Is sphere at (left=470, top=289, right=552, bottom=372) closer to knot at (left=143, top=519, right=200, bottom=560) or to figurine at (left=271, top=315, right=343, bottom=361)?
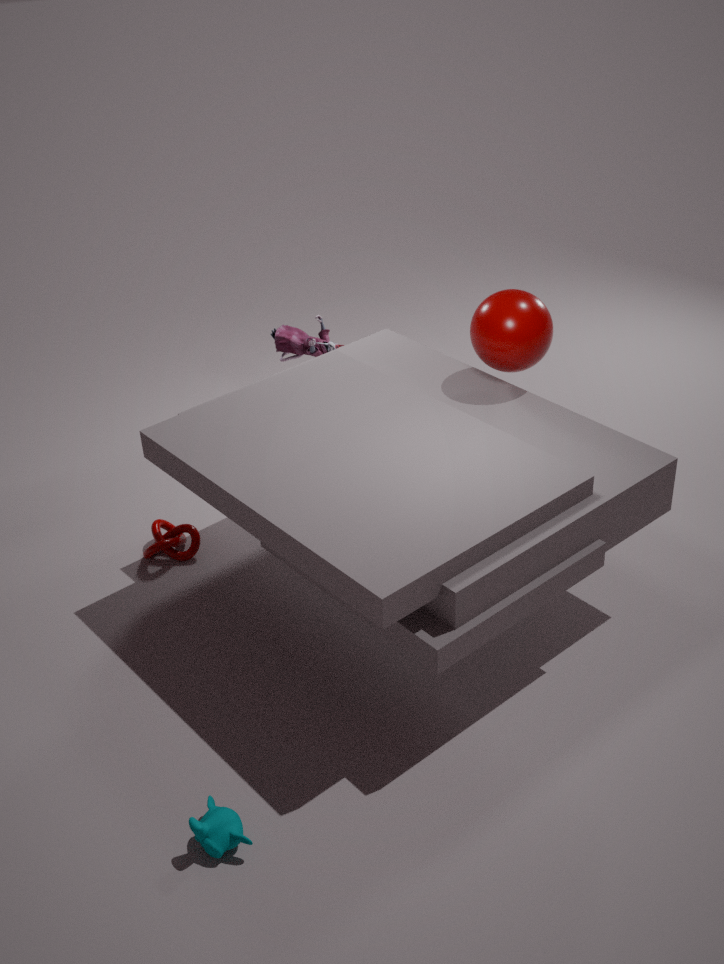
figurine at (left=271, top=315, right=343, bottom=361)
